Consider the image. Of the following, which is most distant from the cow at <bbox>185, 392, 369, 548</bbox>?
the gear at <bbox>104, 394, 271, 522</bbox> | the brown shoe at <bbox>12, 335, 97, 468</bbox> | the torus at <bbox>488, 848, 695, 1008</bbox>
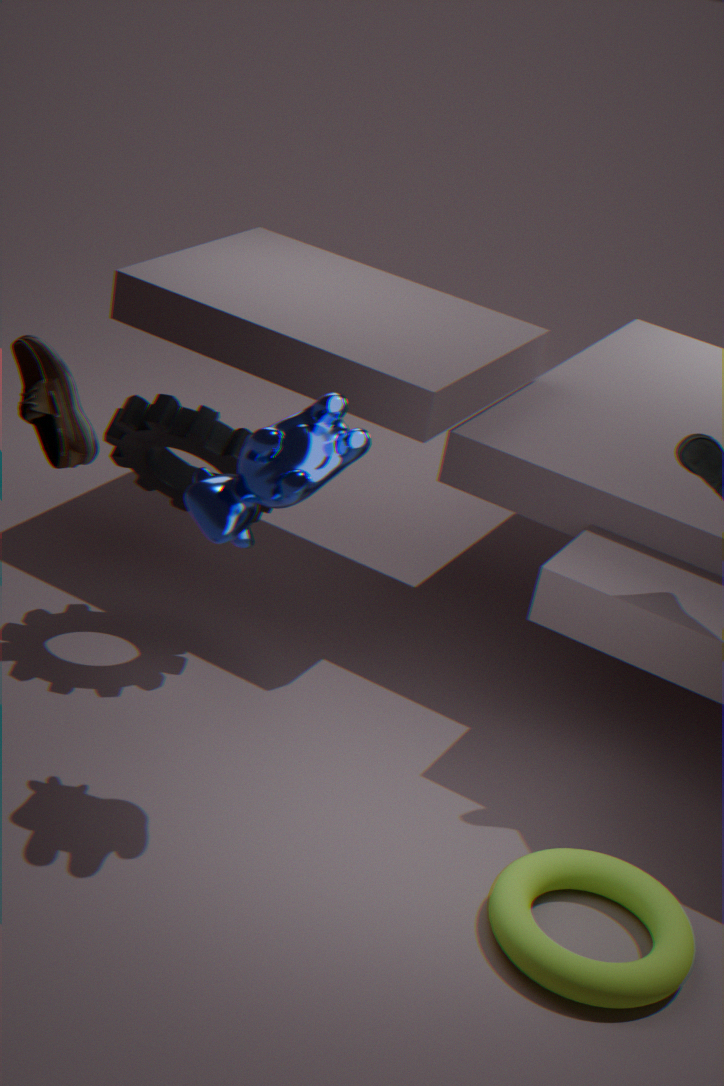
the torus at <bbox>488, 848, 695, 1008</bbox>
